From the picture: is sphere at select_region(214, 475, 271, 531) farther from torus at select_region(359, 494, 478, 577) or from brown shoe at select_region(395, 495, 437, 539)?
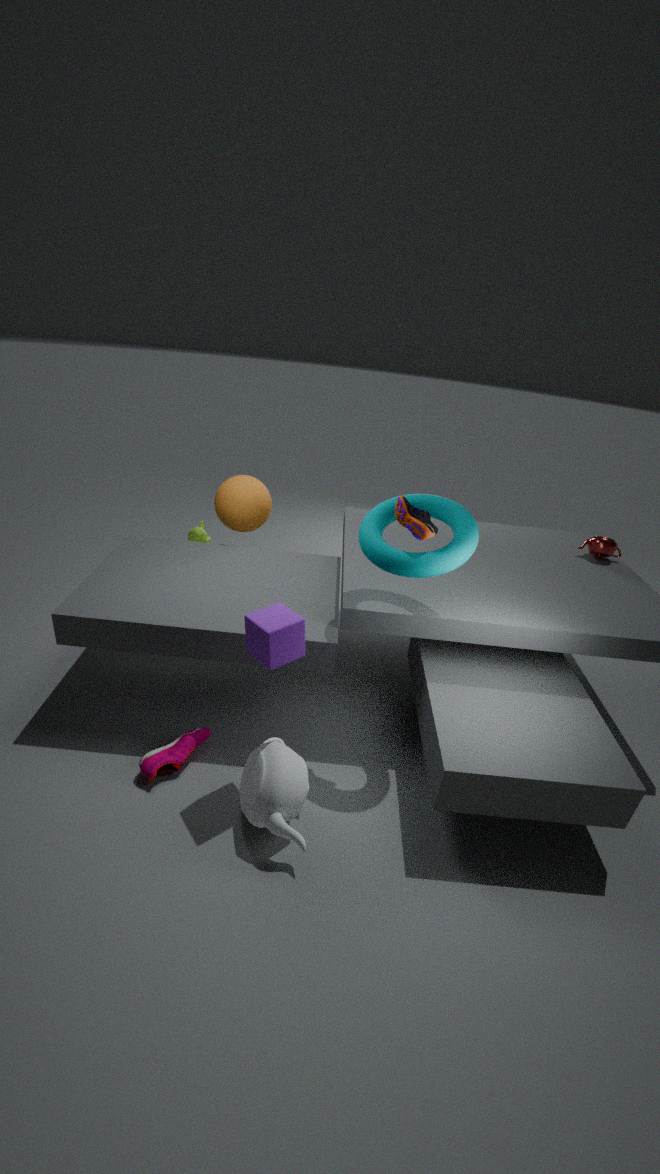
brown shoe at select_region(395, 495, 437, 539)
